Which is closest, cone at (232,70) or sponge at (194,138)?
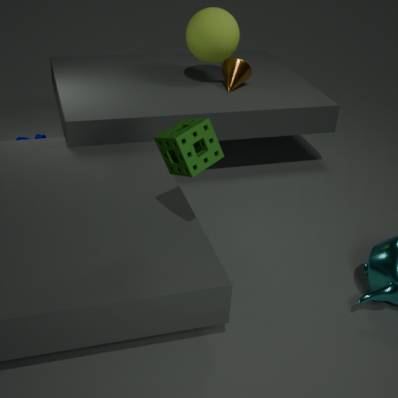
sponge at (194,138)
